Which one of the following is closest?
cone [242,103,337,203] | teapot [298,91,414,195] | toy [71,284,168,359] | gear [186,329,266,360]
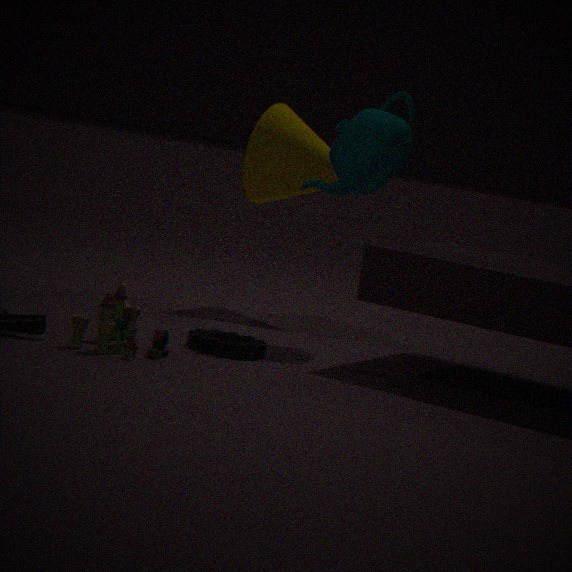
toy [71,284,168,359]
